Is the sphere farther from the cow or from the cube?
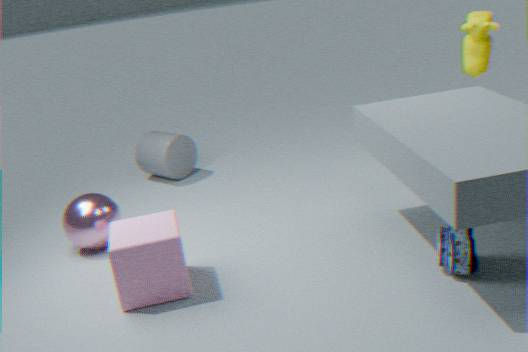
the cow
